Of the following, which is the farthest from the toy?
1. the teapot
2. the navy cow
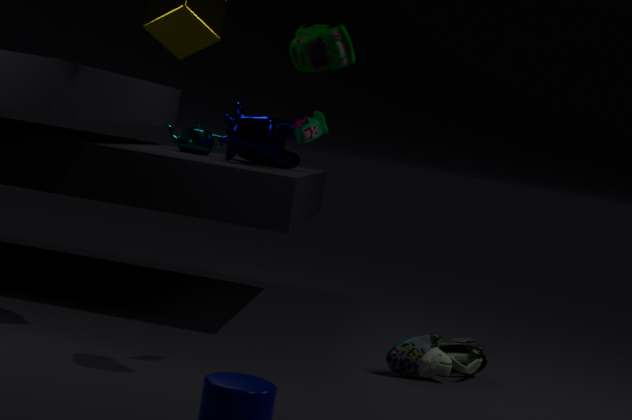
the teapot
